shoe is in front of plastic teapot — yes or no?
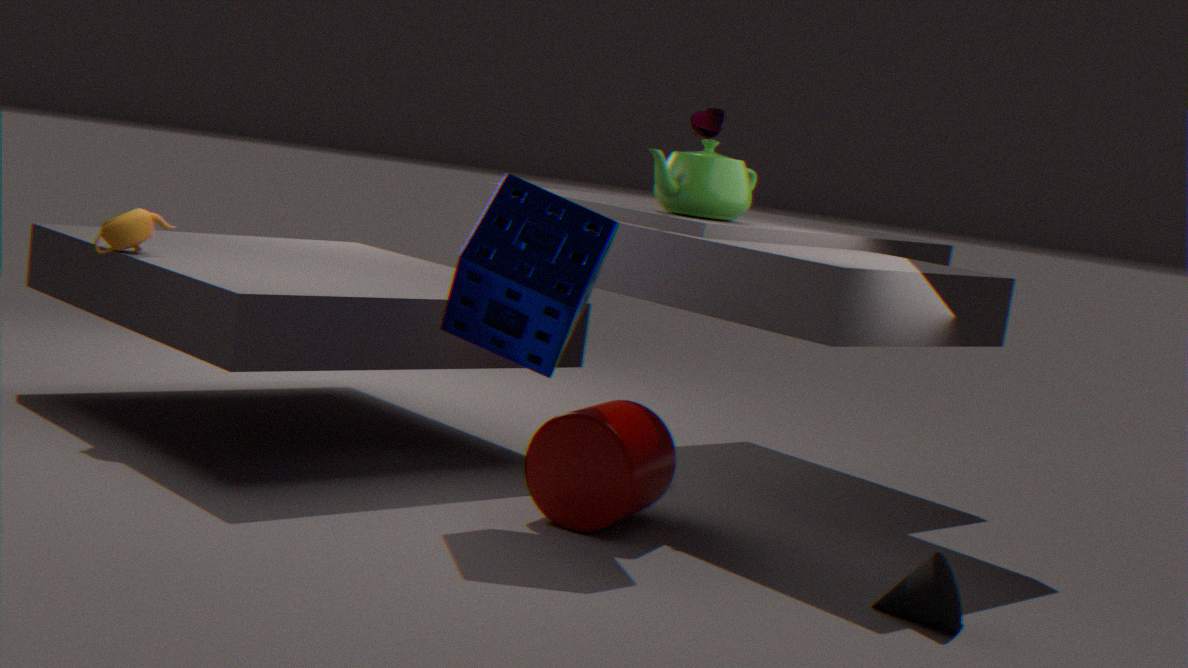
Yes
